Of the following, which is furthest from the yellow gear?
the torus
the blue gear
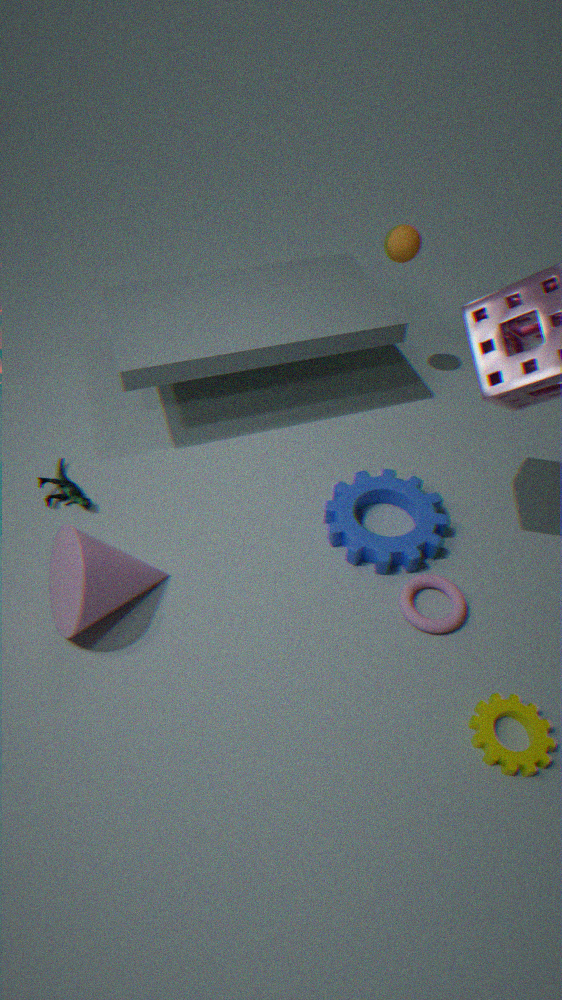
the blue gear
